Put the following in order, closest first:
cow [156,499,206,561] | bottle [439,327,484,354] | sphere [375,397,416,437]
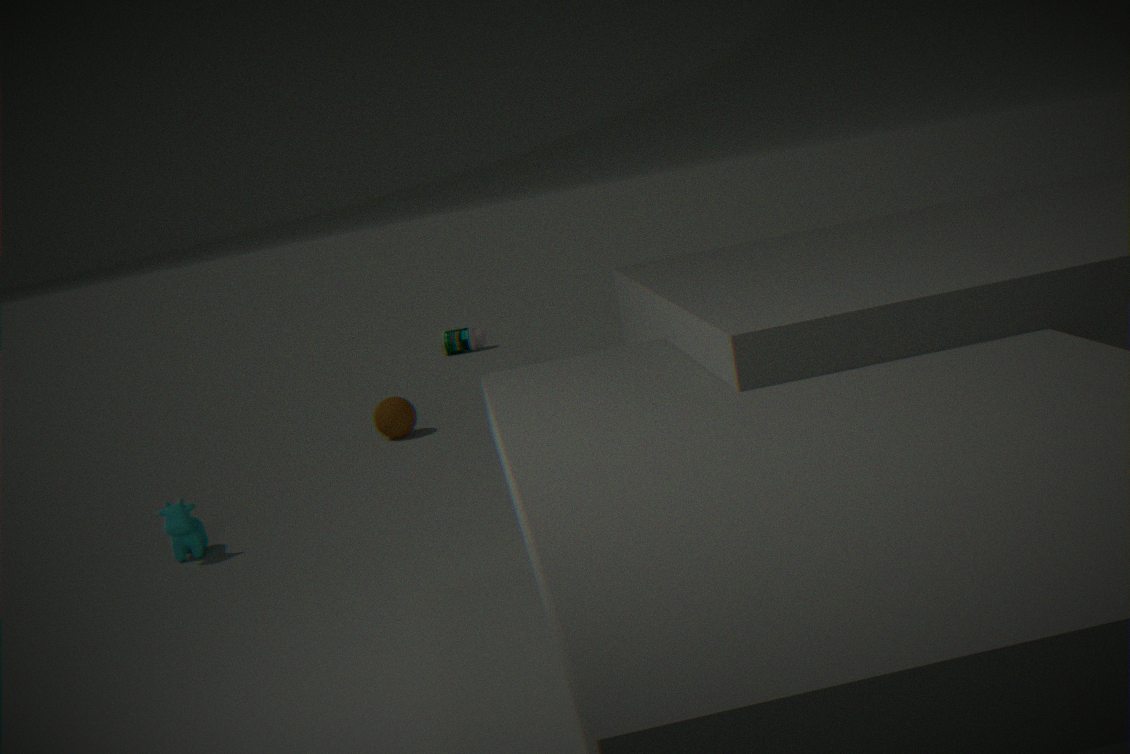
1. cow [156,499,206,561]
2. sphere [375,397,416,437]
3. bottle [439,327,484,354]
